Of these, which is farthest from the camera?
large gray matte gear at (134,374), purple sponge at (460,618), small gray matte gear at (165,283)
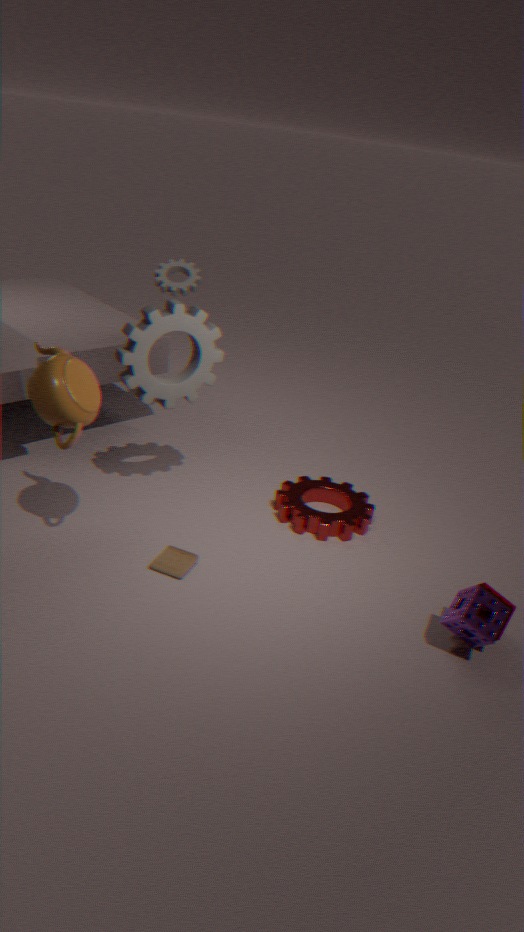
small gray matte gear at (165,283)
